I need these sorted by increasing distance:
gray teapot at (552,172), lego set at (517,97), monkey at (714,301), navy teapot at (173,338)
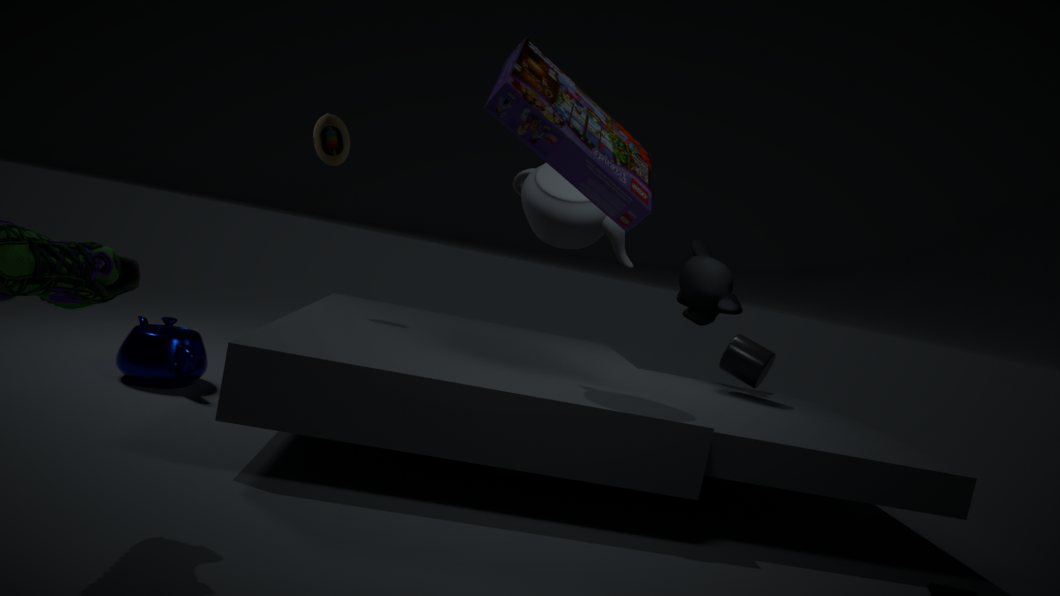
1. lego set at (517,97)
2. gray teapot at (552,172)
3. navy teapot at (173,338)
4. monkey at (714,301)
